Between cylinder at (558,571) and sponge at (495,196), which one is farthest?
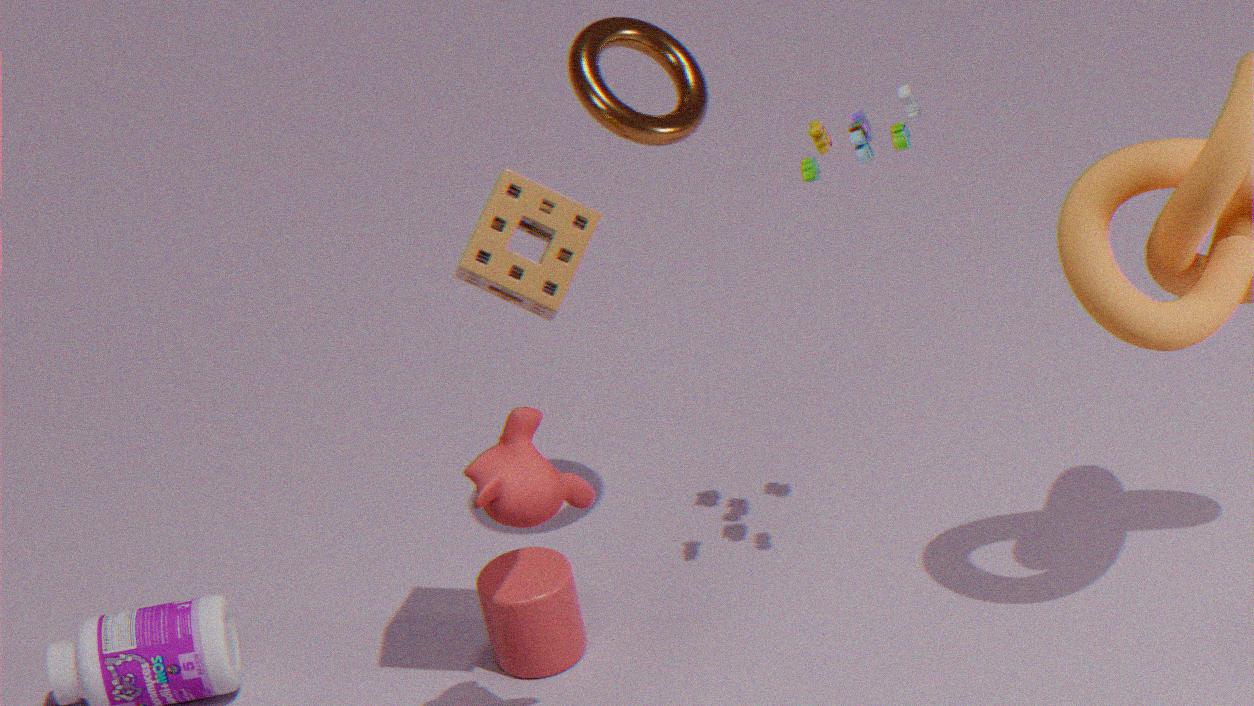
cylinder at (558,571)
